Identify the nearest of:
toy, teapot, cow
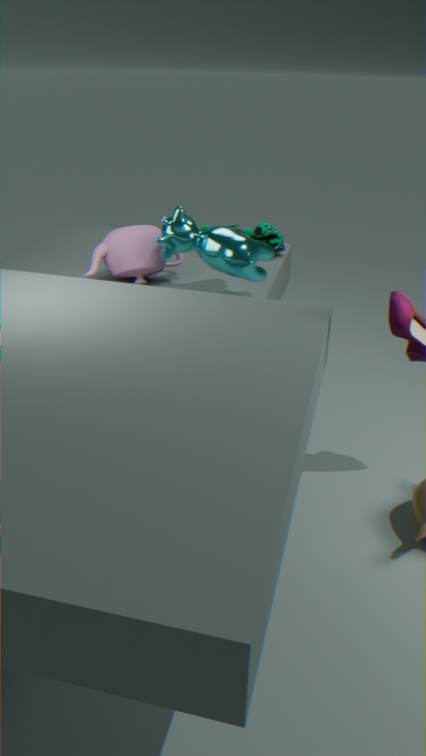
cow
